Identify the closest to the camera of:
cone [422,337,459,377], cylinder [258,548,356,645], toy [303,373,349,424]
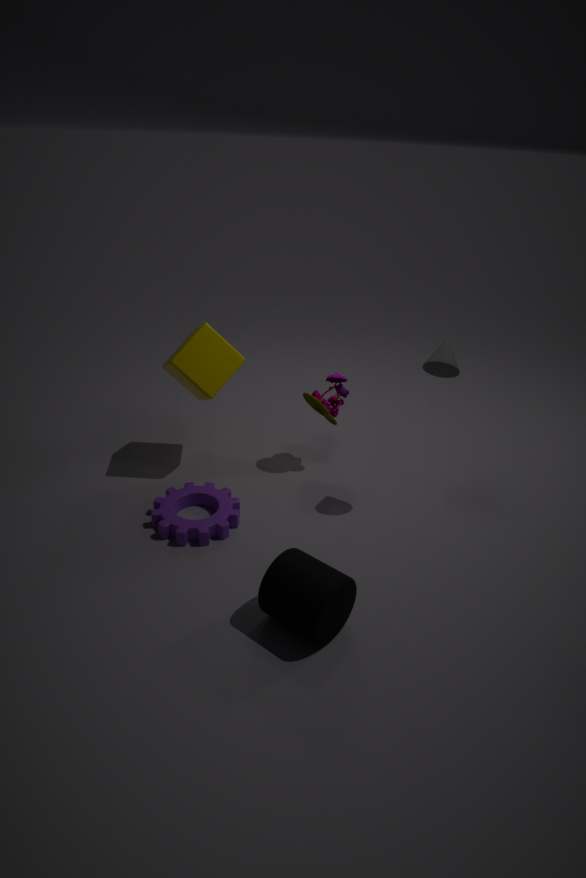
cylinder [258,548,356,645]
